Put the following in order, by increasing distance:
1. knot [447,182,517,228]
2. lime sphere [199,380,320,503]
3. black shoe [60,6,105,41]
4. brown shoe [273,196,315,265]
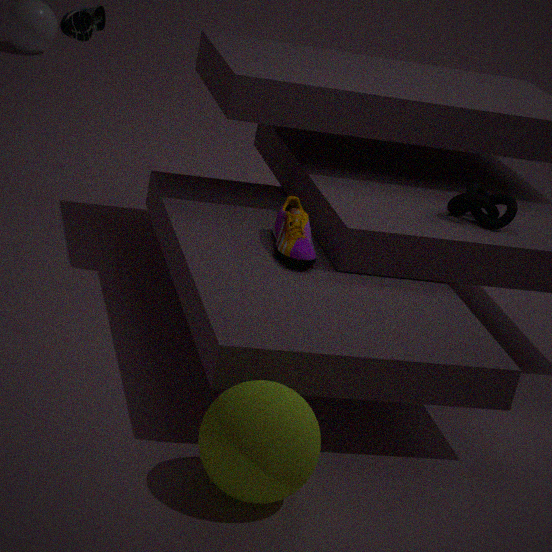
lime sphere [199,380,320,503], brown shoe [273,196,315,265], black shoe [60,6,105,41], knot [447,182,517,228]
